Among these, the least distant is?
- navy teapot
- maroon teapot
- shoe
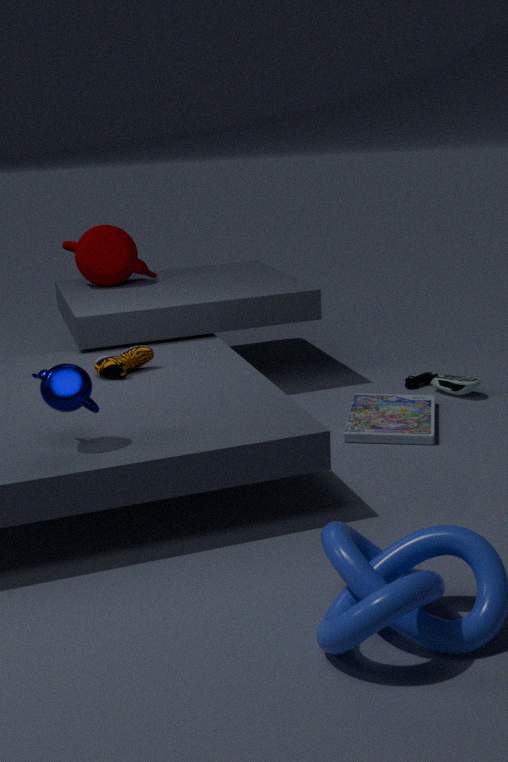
navy teapot
